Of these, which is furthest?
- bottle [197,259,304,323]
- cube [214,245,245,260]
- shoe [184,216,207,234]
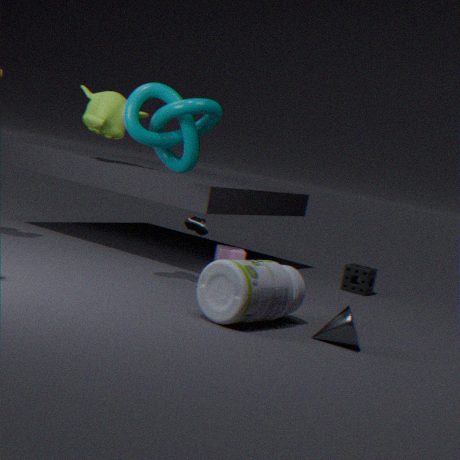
cube [214,245,245,260]
